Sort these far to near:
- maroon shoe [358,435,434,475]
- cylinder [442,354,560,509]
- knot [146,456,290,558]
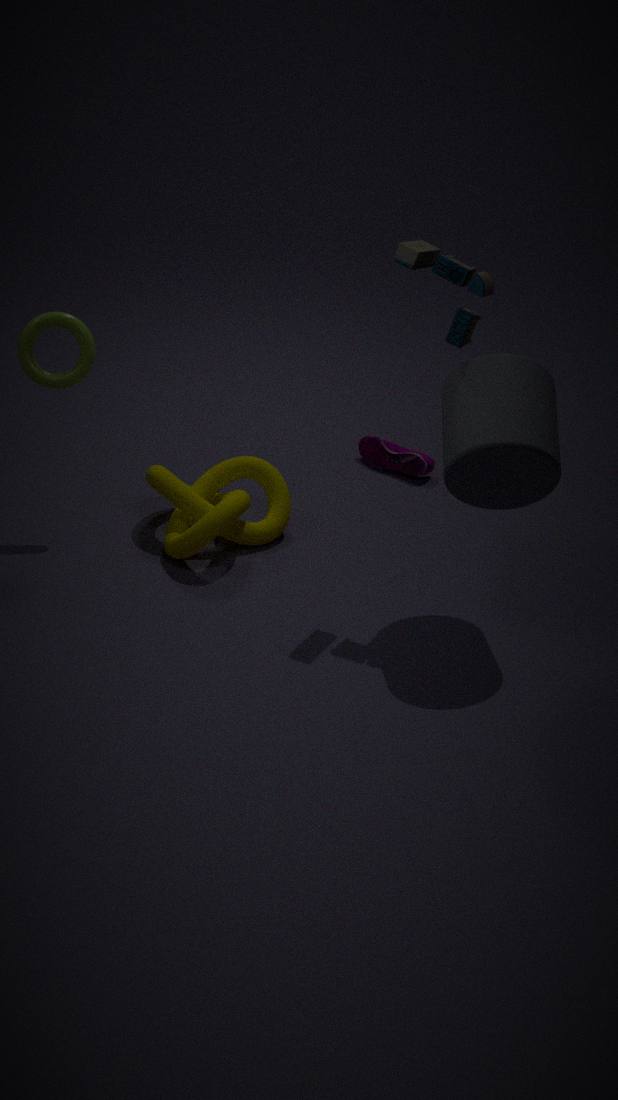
maroon shoe [358,435,434,475], knot [146,456,290,558], cylinder [442,354,560,509]
